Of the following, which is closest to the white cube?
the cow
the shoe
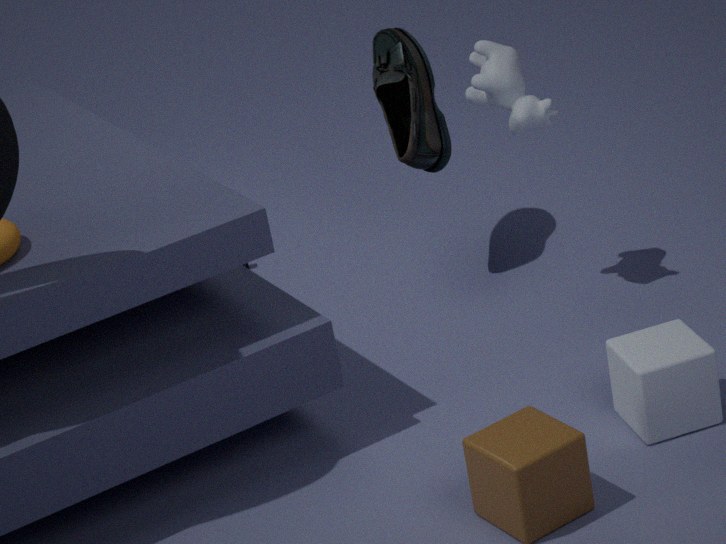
the cow
